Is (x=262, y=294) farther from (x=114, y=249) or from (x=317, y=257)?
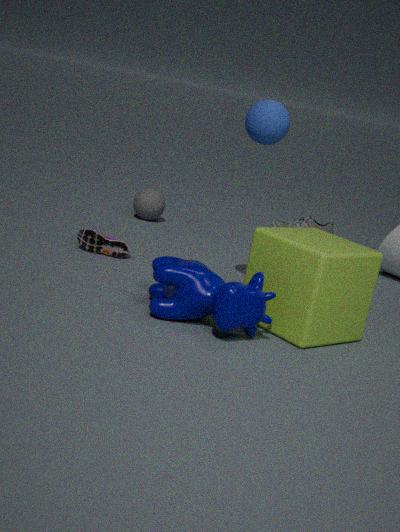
(x=114, y=249)
